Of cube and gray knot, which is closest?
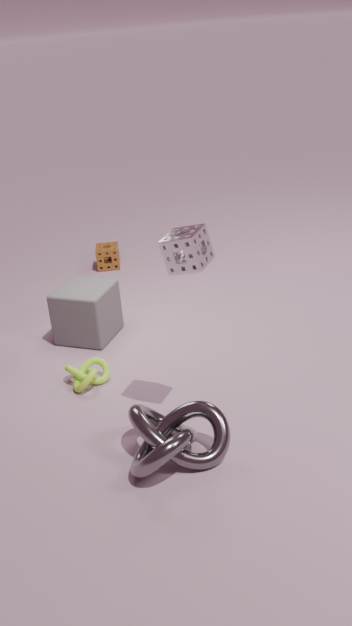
gray knot
